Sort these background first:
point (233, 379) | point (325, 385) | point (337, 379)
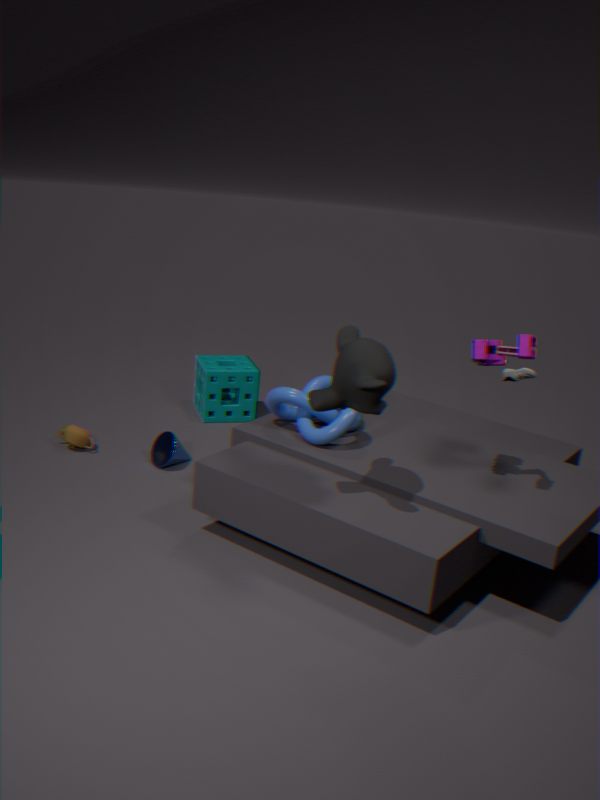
point (233, 379) → point (325, 385) → point (337, 379)
